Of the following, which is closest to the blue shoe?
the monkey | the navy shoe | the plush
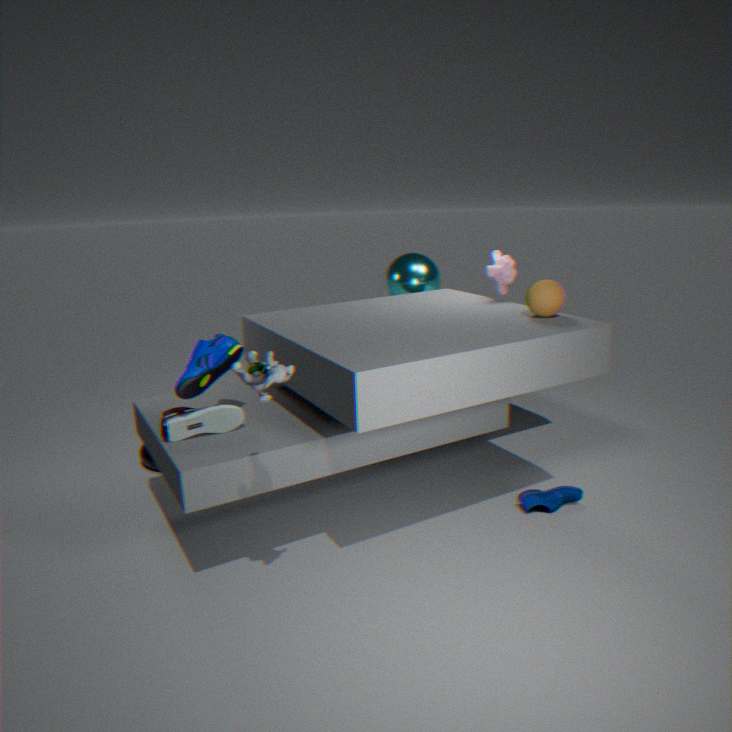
the plush
